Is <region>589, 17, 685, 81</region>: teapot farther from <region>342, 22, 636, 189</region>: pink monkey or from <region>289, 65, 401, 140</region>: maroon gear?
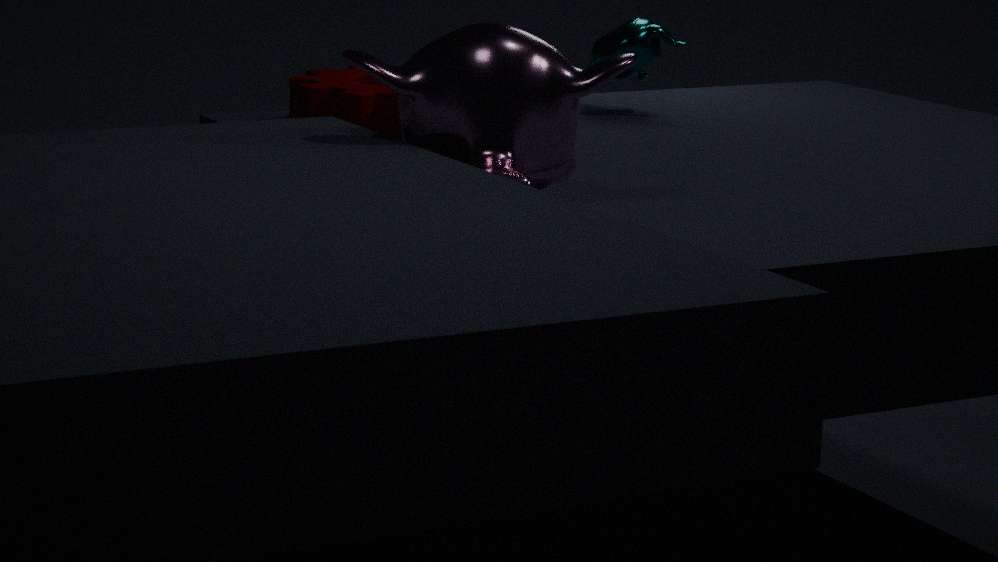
<region>342, 22, 636, 189</region>: pink monkey
